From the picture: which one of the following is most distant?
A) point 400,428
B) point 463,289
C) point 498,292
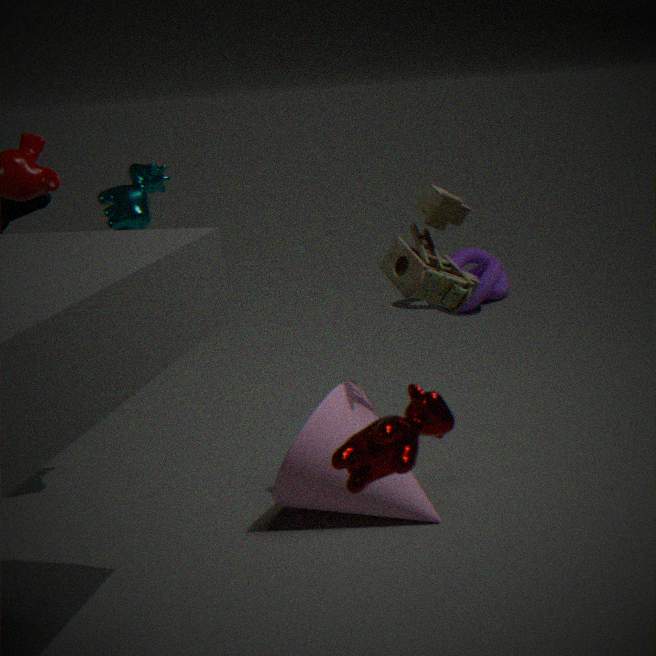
point 498,292
